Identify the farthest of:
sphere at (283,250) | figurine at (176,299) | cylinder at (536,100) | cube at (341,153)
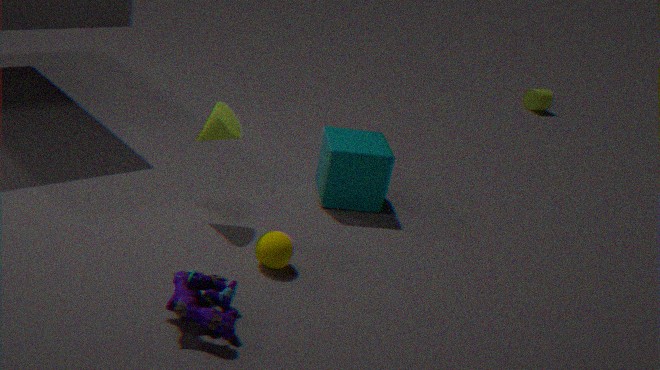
cylinder at (536,100)
